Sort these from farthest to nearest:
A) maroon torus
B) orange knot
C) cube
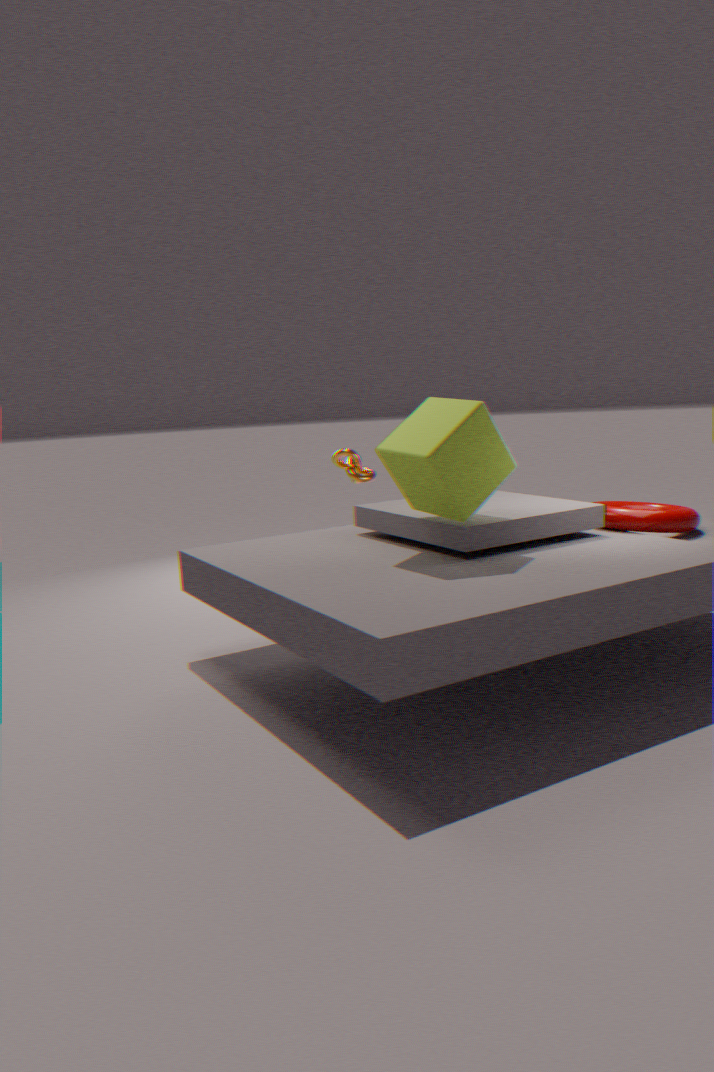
orange knot
maroon torus
cube
